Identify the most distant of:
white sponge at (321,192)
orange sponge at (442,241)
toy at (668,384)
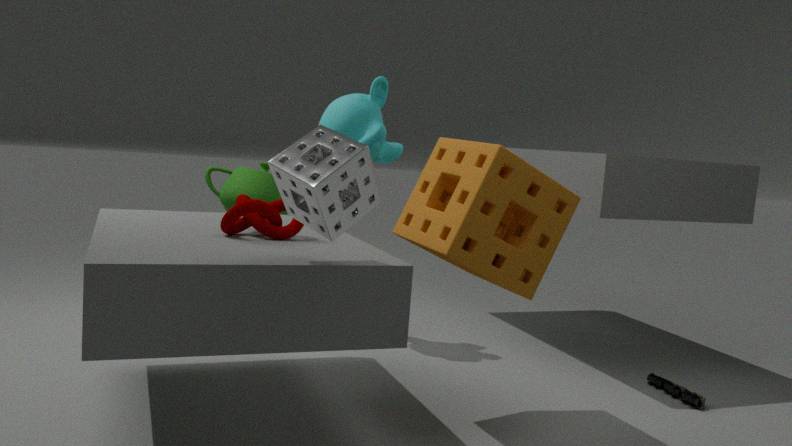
toy at (668,384)
